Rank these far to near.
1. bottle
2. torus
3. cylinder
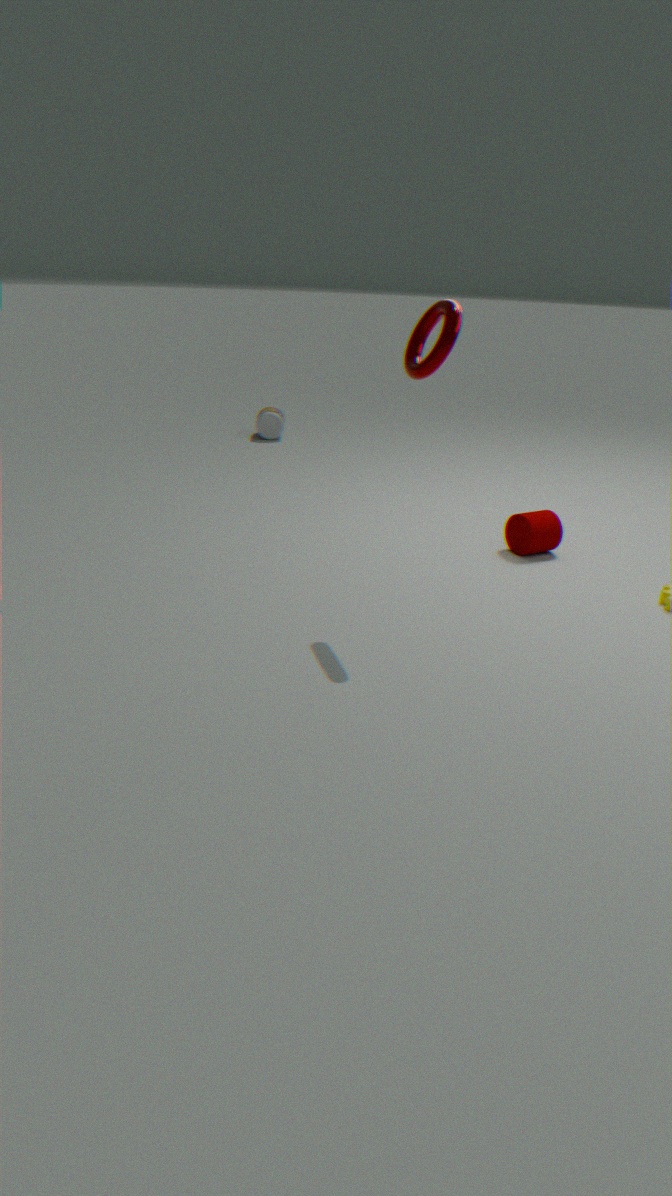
bottle, cylinder, torus
